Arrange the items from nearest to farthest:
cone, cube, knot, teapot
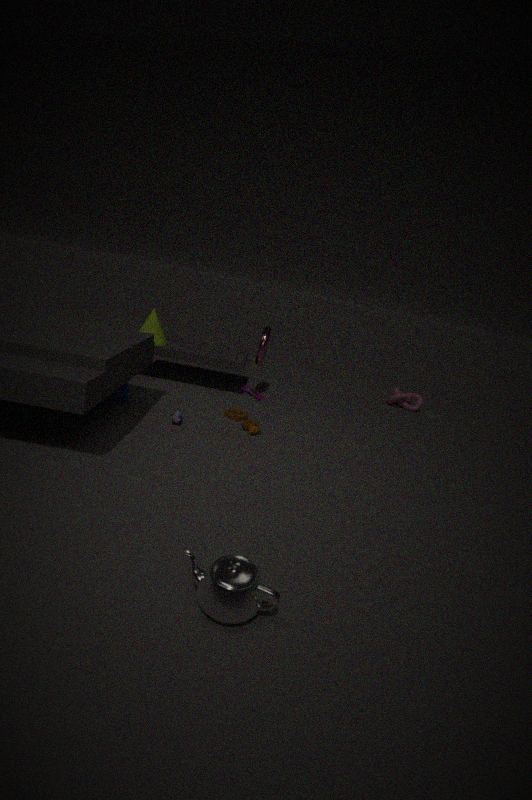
teapot → cube → cone → knot
